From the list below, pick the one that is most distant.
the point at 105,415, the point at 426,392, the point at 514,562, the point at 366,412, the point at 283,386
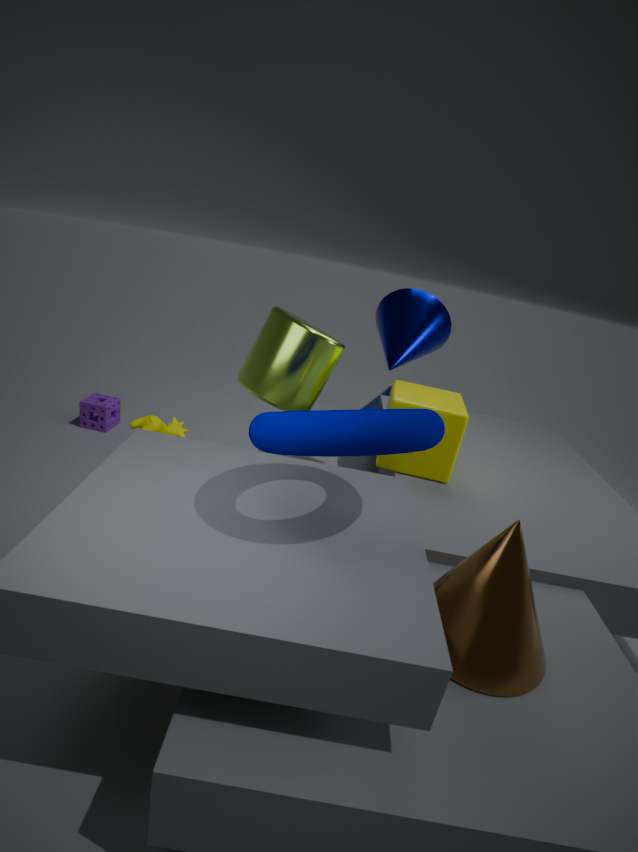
the point at 105,415
